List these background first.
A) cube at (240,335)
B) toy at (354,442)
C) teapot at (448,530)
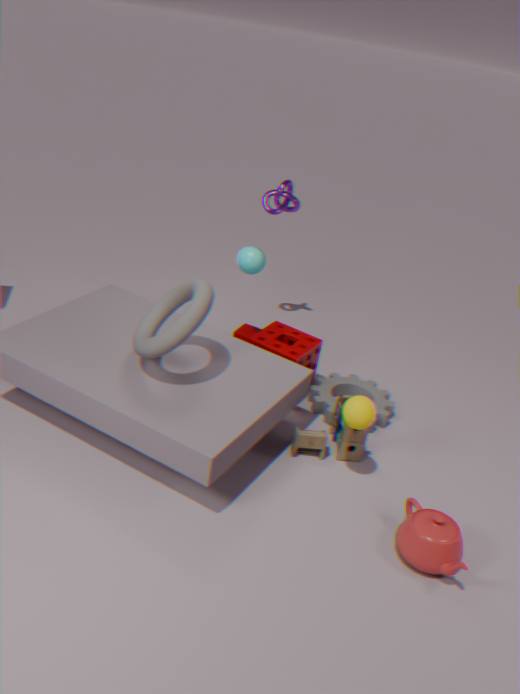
cube at (240,335) < toy at (354,442) < teapot at (448,530)
